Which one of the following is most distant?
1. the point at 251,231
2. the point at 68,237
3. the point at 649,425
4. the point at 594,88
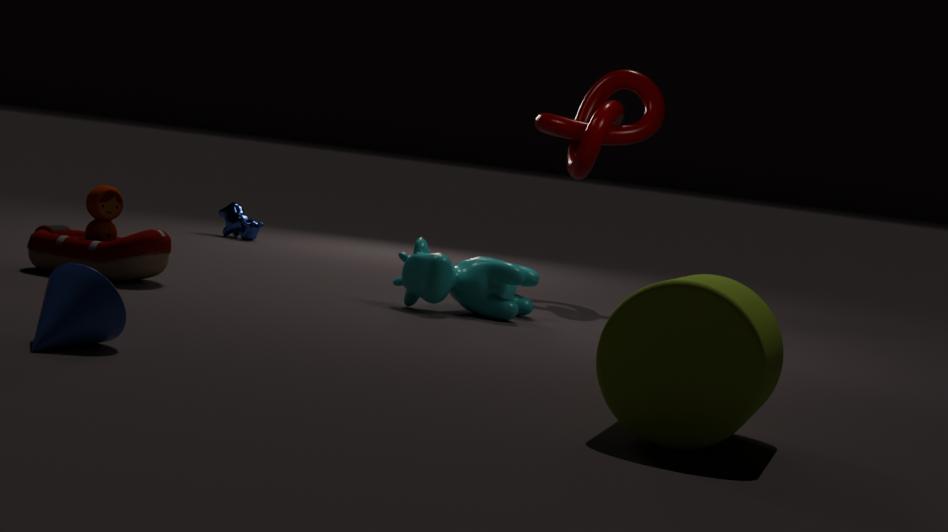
the point at 251,231
